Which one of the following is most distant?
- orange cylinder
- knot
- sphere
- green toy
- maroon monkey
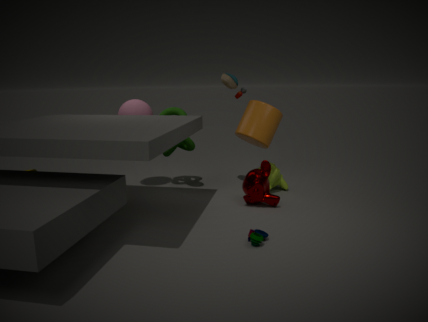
knot
